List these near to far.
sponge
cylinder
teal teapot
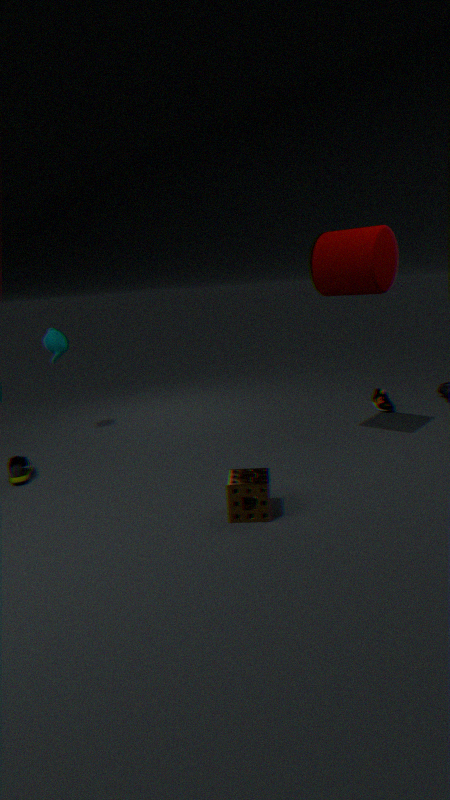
sponge, cylinder, teal teapot
